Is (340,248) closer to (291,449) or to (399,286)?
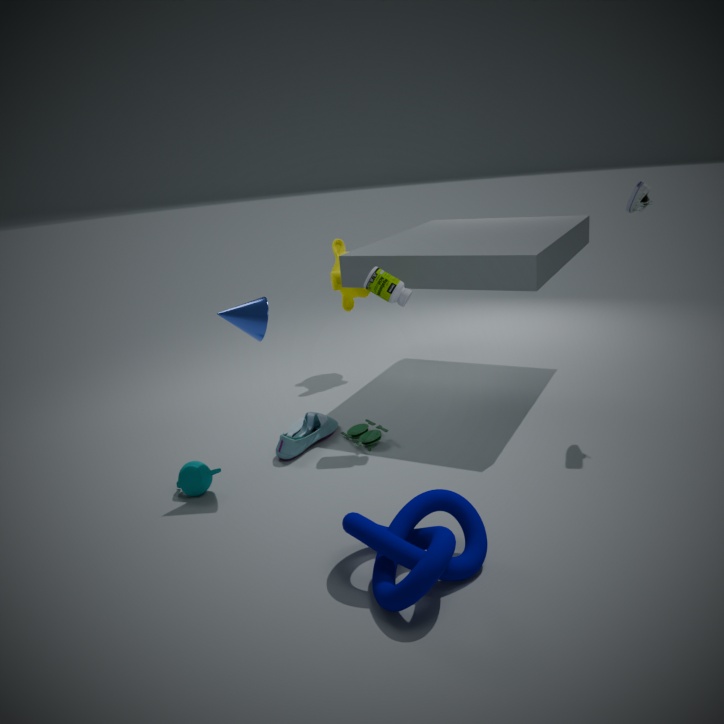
(399,286)
